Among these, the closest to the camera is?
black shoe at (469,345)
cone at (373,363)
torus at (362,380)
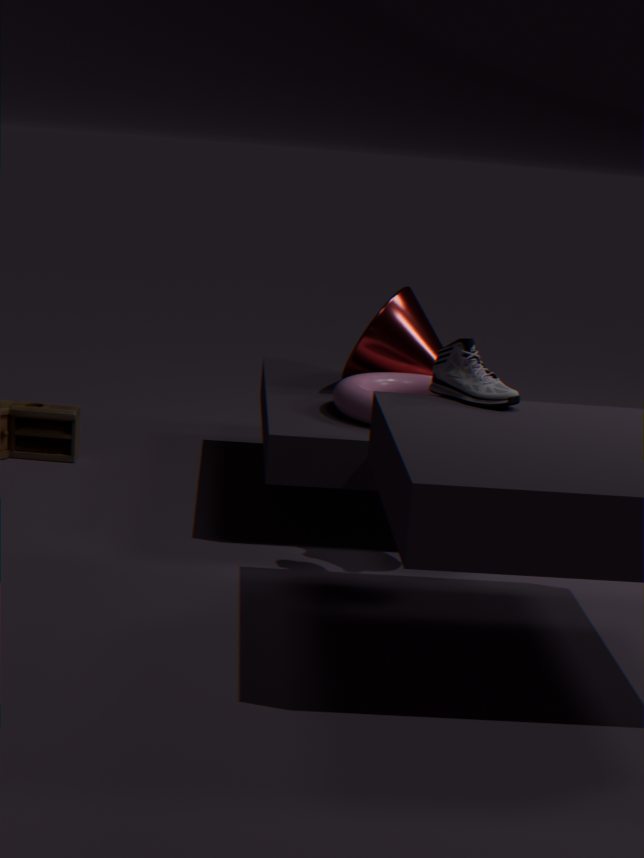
black shoe at (469,345)
